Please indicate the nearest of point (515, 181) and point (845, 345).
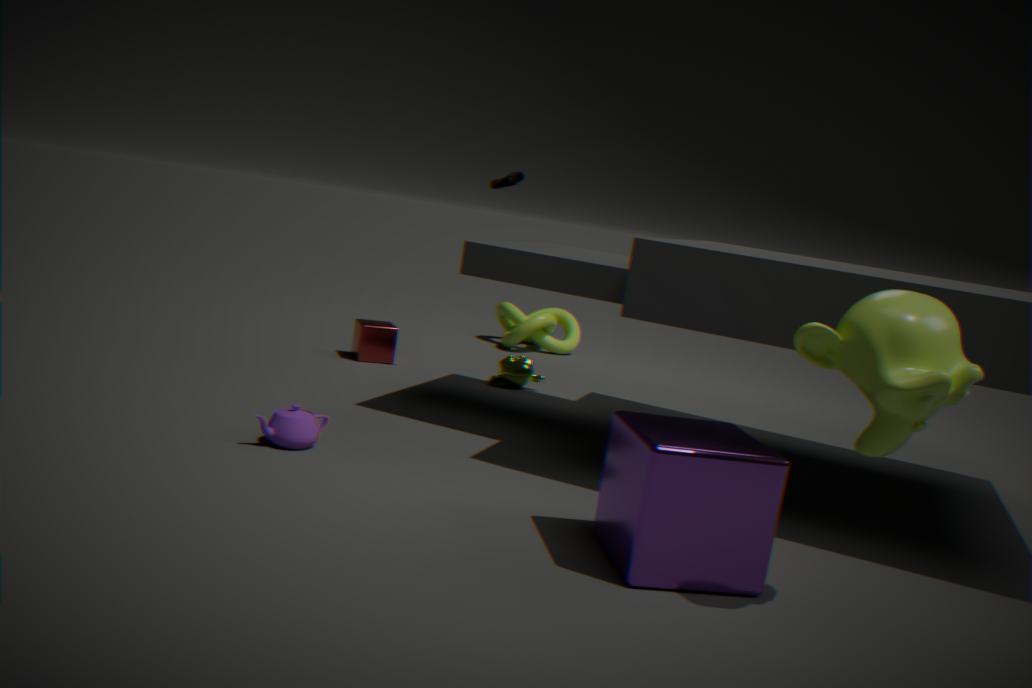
point (845, 345)
